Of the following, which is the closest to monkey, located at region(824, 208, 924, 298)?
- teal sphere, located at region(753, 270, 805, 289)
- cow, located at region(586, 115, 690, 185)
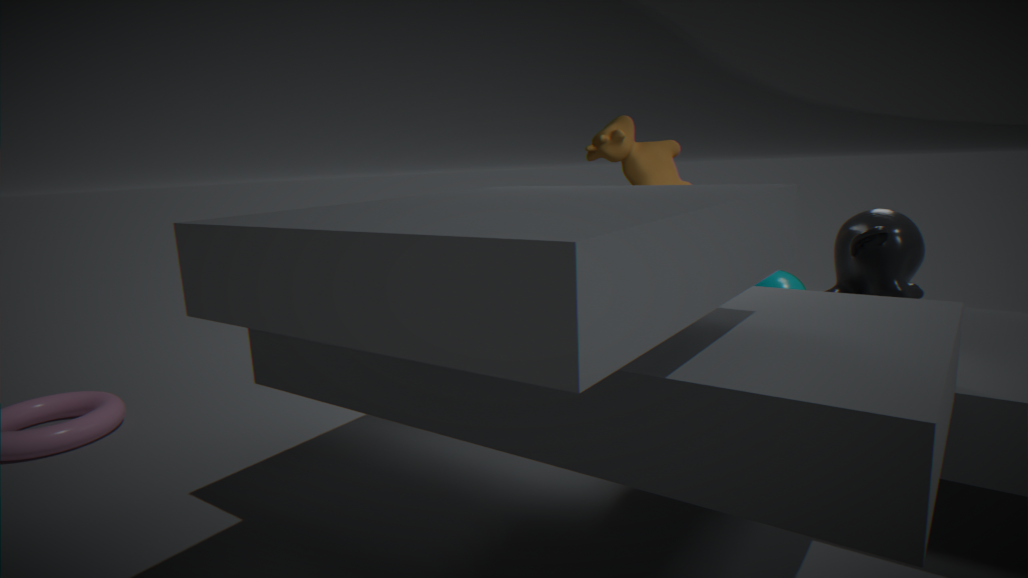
cow, located at region(586, 115, 690, 185)
